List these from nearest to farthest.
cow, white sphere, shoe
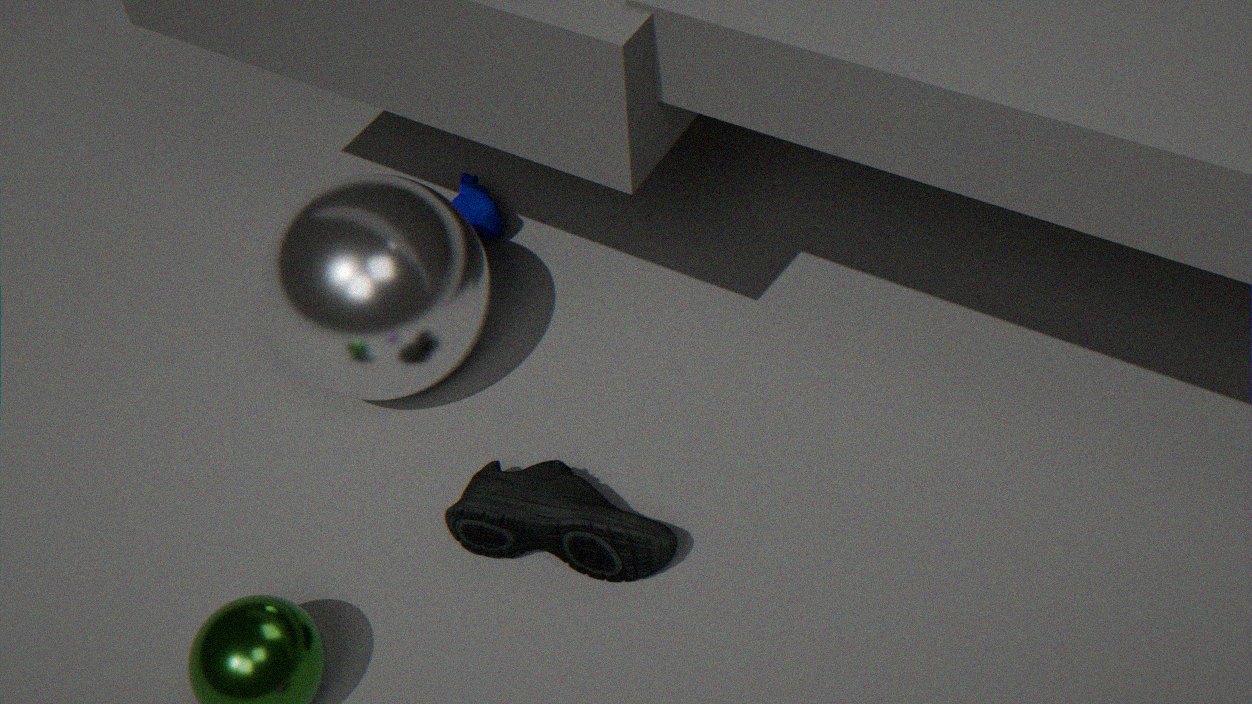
shoe
white sphere
cow
